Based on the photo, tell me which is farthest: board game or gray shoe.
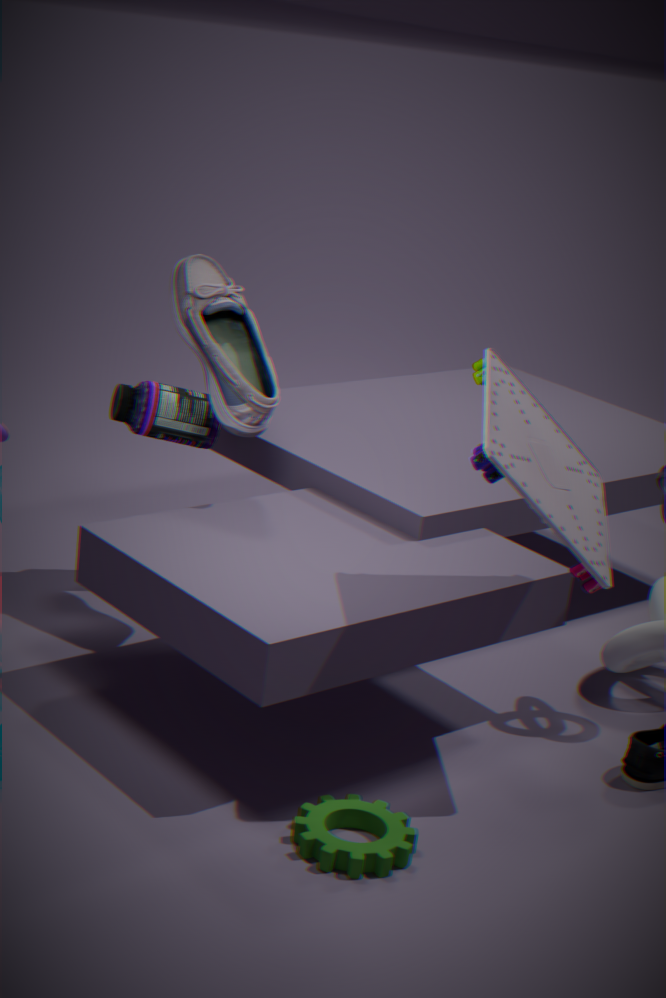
gray shoe
